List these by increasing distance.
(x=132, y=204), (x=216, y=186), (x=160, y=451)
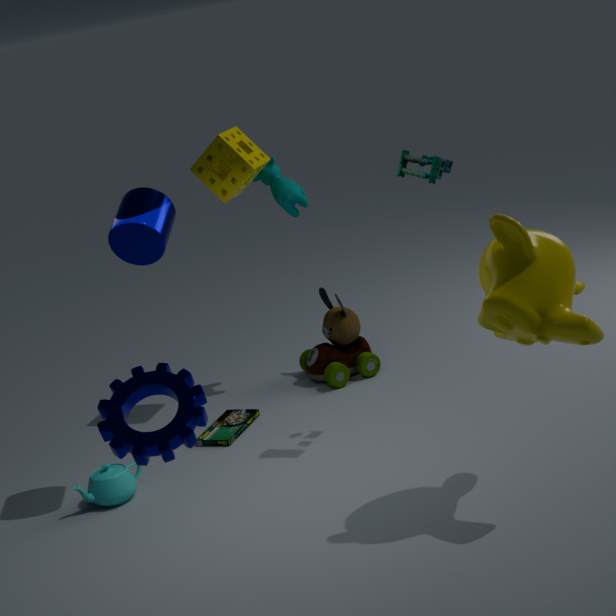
1. (x=160, y=451)
2. (x=132, y=204)
3. (x=216, y=186)
